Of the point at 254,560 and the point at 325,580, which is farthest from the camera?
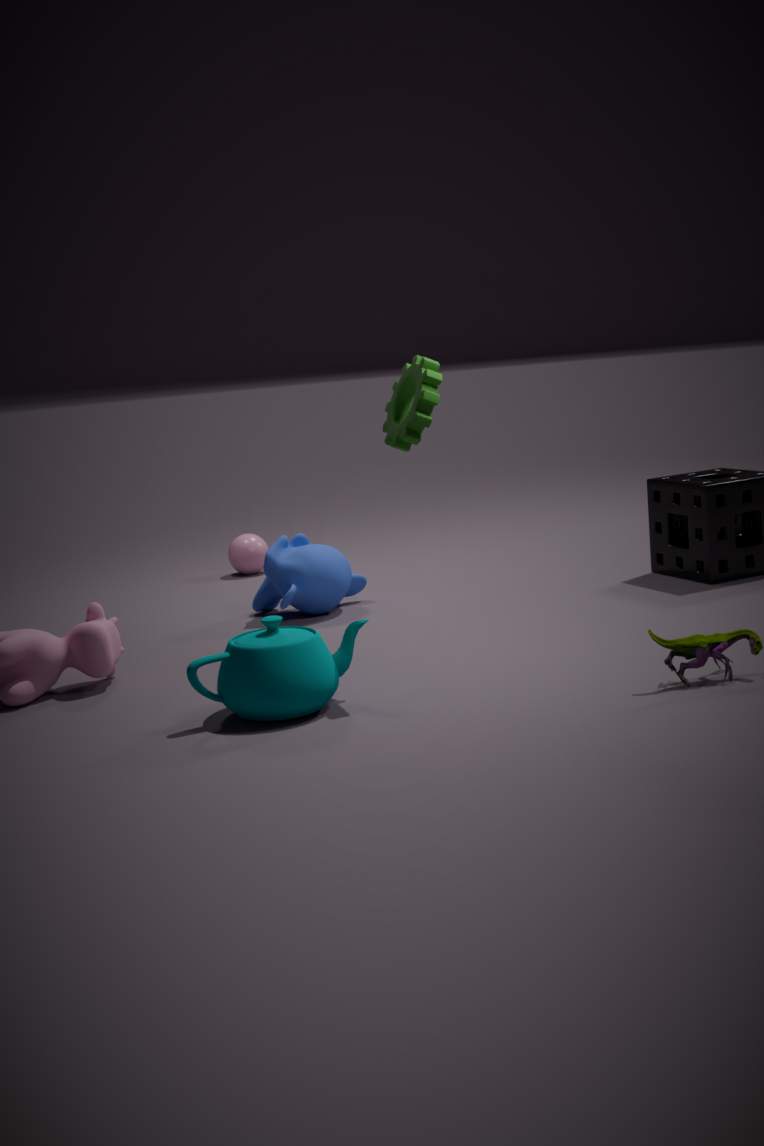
the point at 254,560
